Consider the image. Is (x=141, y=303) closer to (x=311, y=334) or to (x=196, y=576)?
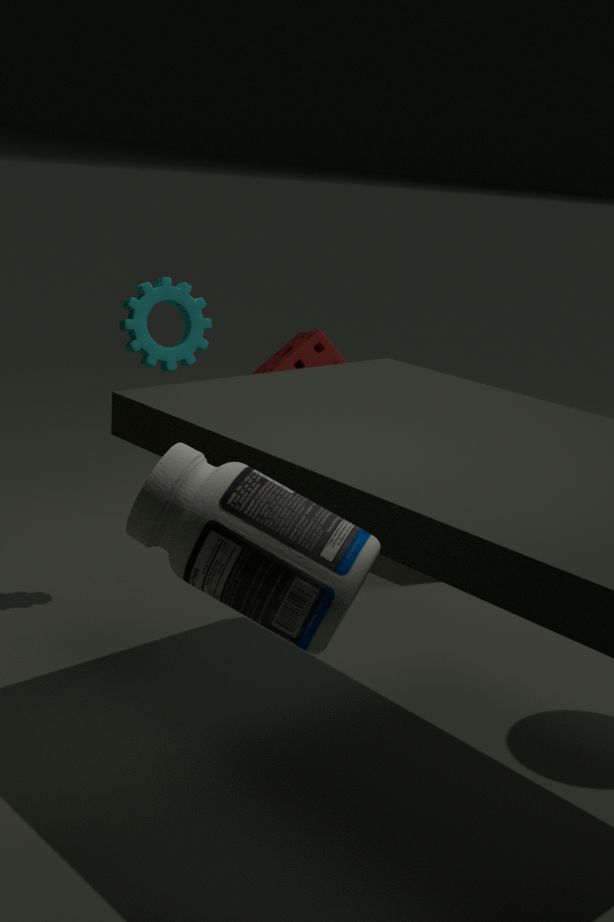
(x=196, y=576)
